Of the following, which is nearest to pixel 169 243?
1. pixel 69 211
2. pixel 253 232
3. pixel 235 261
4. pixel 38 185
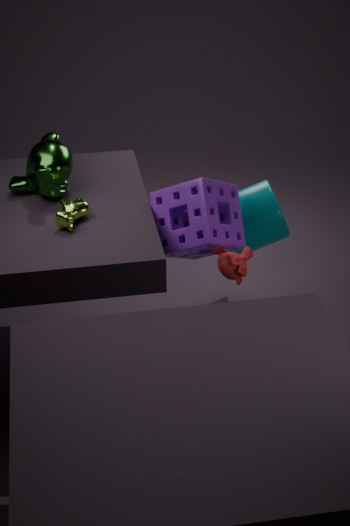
pixel 235 261
